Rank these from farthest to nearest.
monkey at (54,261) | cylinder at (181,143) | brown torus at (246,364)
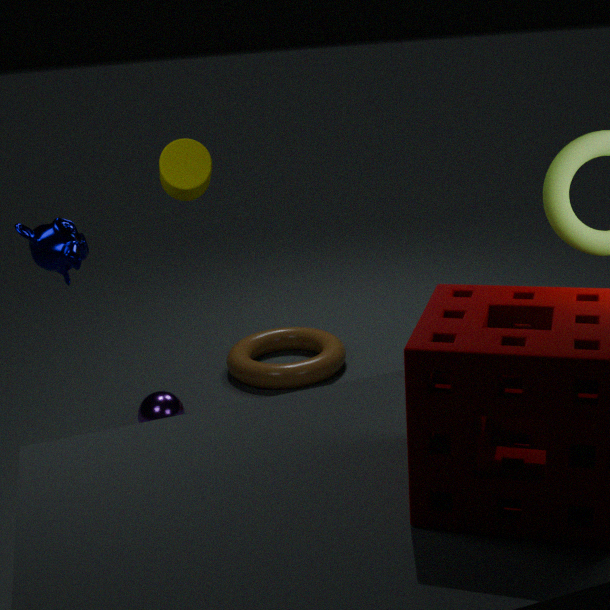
brown torus at (246,364)
cylinder at (181,143)
monkey at (54,261)
